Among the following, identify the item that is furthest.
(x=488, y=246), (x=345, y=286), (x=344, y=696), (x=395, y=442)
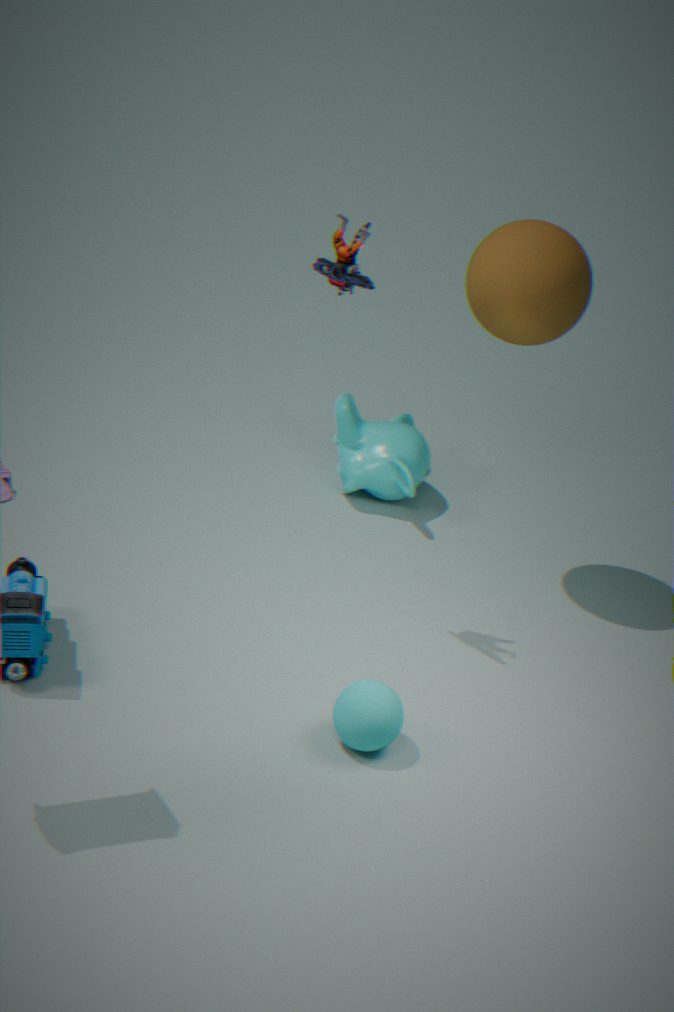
(x=395, y=442)
